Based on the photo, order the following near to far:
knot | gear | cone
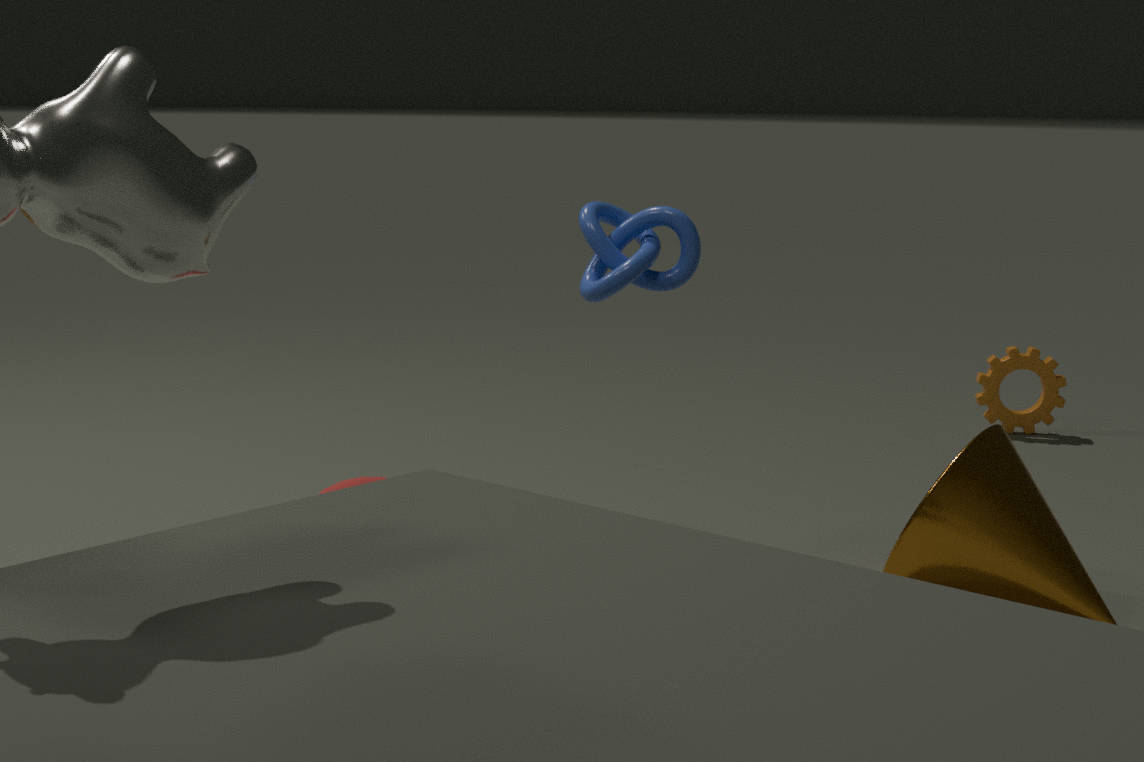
cone
knot
gear
